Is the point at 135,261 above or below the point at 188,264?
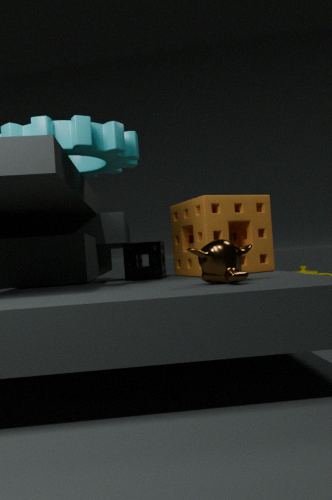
below
